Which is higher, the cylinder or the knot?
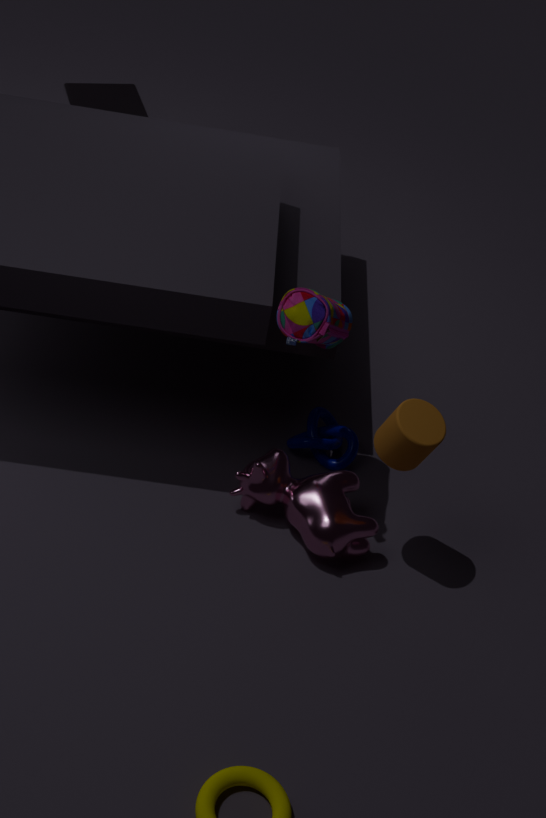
the cylinder
